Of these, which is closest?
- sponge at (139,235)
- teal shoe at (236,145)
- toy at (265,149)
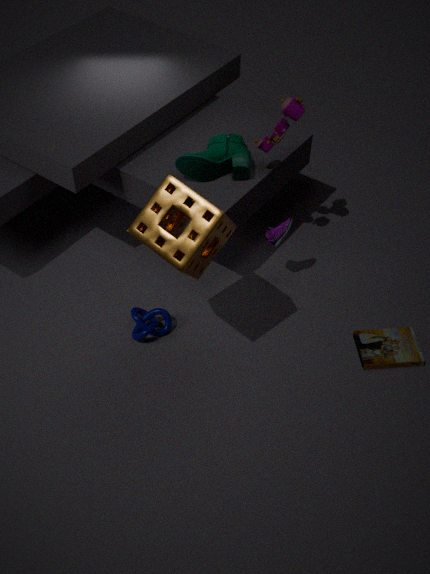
sponge at (139,235)
